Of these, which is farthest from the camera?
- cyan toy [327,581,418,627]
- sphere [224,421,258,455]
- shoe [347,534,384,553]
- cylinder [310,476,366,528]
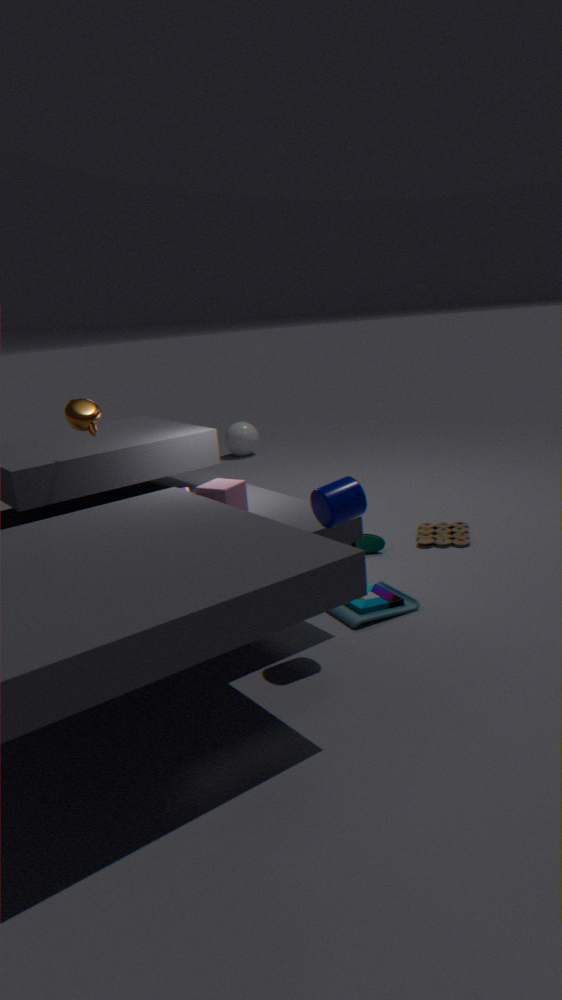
sphere [224,421,258,455]
